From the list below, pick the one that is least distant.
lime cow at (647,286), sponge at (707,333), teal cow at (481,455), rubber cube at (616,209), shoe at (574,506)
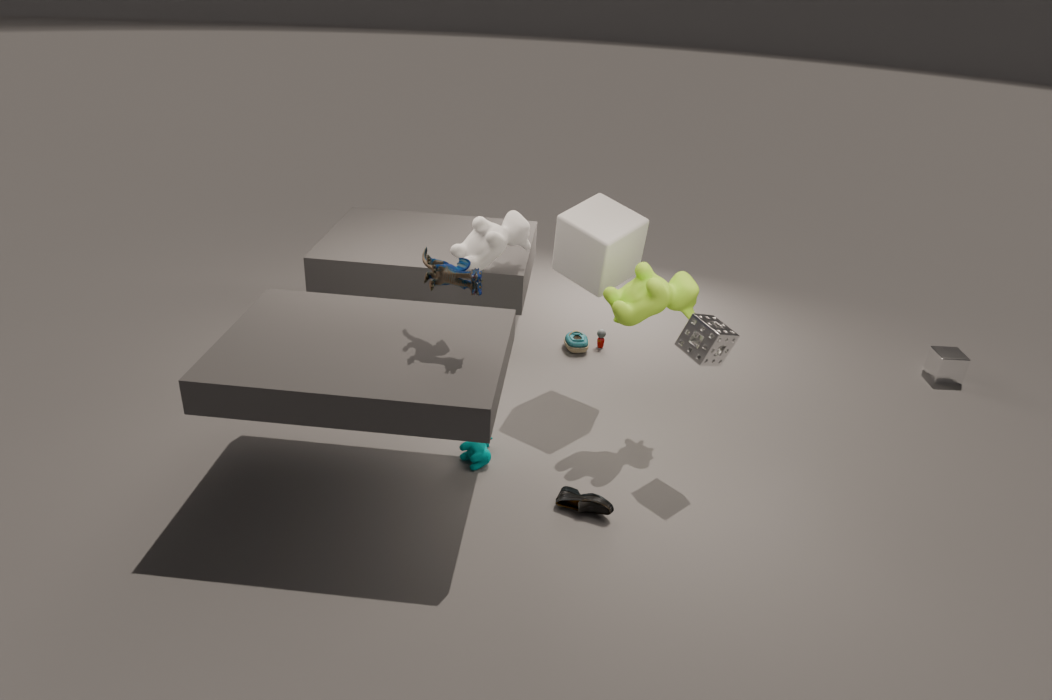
shoe at (574,506)
